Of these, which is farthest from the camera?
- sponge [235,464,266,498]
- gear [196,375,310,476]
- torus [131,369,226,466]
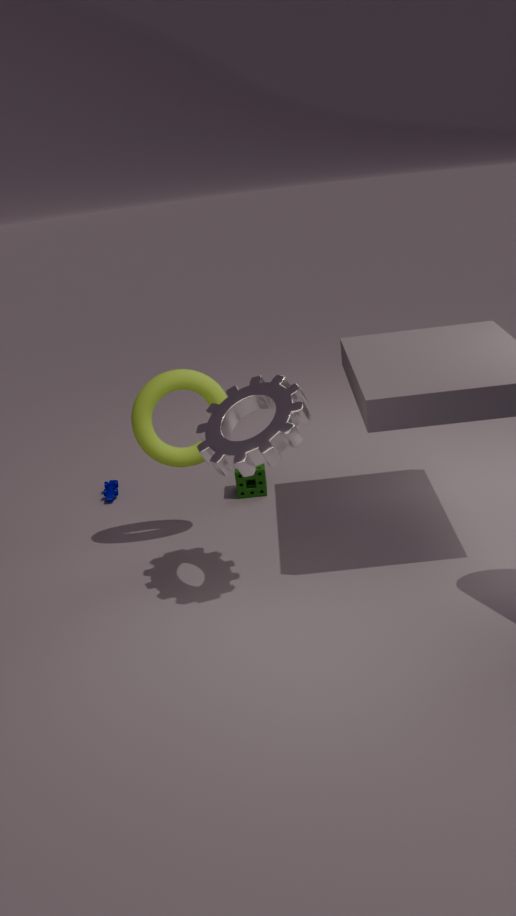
sponge [235,464,266,498]
